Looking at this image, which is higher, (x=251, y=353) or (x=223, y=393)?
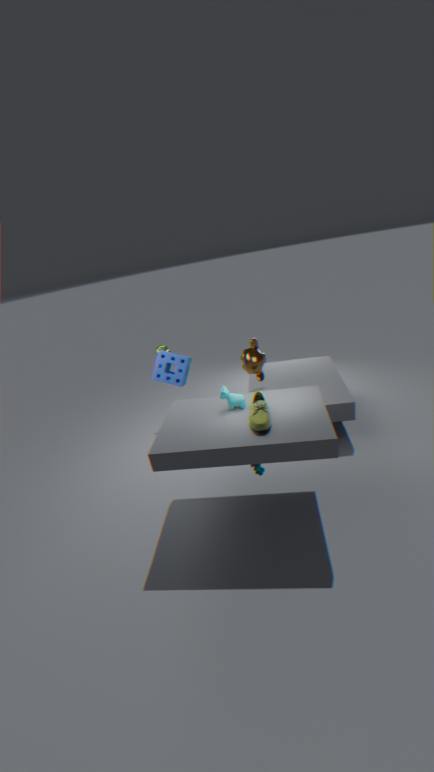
(x=223, y=393)
